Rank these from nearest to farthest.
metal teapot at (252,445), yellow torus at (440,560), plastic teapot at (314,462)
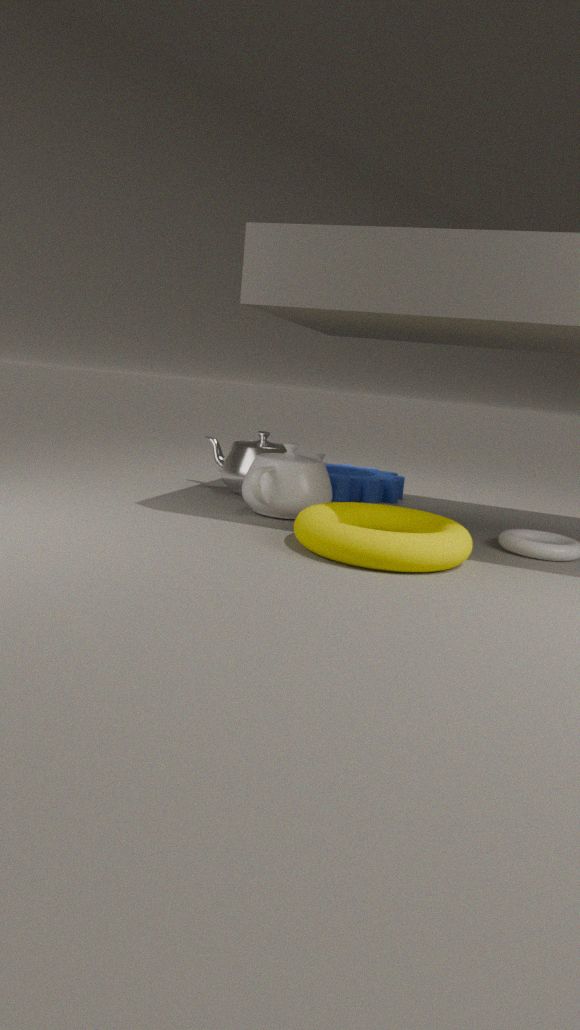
yellow torus at (440,560)
plastic teapot at (314,462)
metal teapot at (252,445)
